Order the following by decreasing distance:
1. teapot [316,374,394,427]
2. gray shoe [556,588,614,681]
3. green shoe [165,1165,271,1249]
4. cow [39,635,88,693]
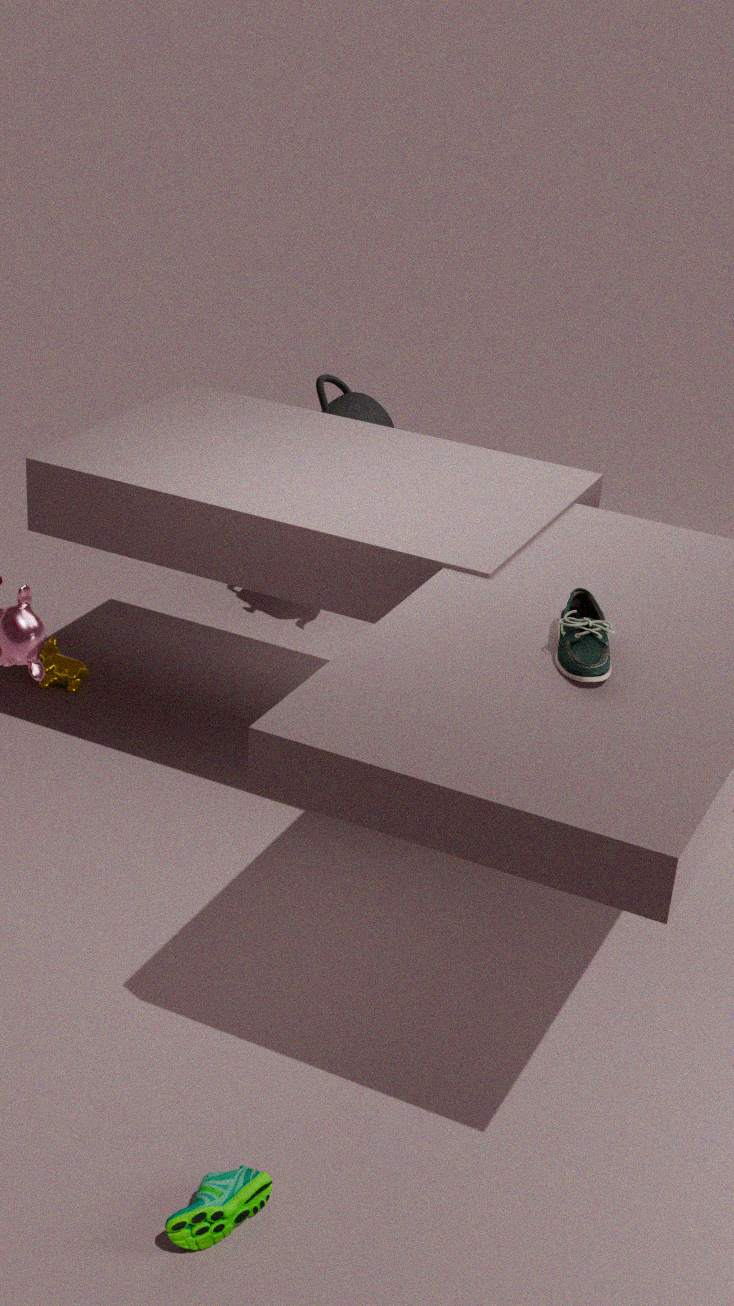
teapot [316,374,394,427], cow [39,635,88,693], gray shoe [556,588,614,681], green shoe [165,1165,271,1249]
